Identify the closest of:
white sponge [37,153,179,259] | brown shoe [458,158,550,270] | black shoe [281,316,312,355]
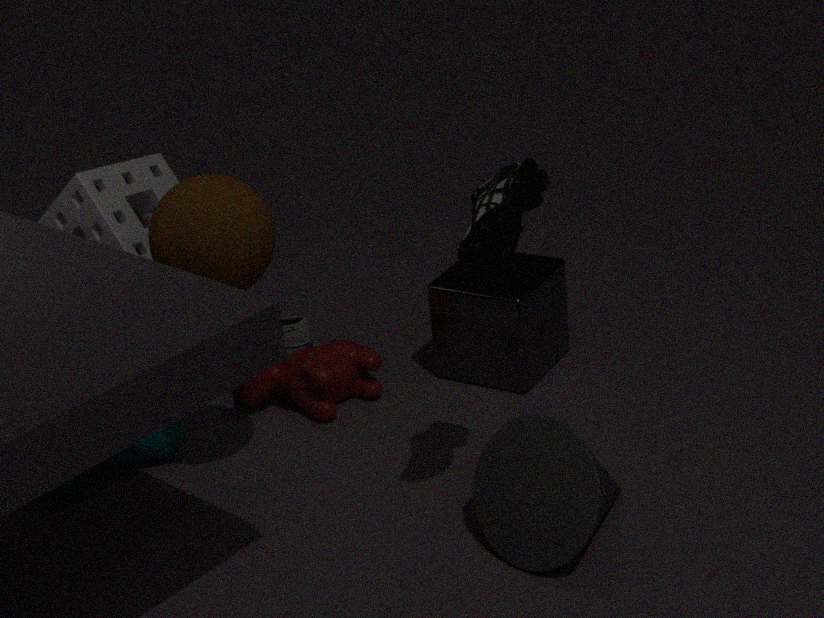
brown shoe [458,158,550,270]
